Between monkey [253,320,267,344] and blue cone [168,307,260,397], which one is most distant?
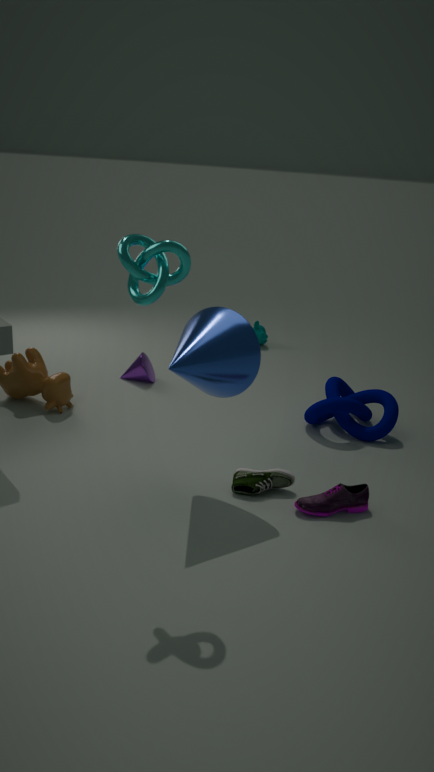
monkey [253,320,267,344]
